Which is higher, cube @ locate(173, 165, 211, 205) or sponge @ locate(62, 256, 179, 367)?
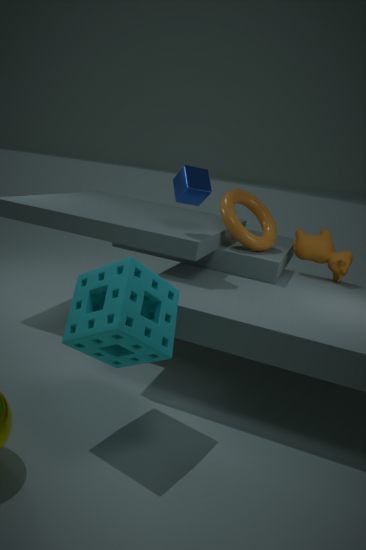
cube @ locate(173, 165, 211, 205)
